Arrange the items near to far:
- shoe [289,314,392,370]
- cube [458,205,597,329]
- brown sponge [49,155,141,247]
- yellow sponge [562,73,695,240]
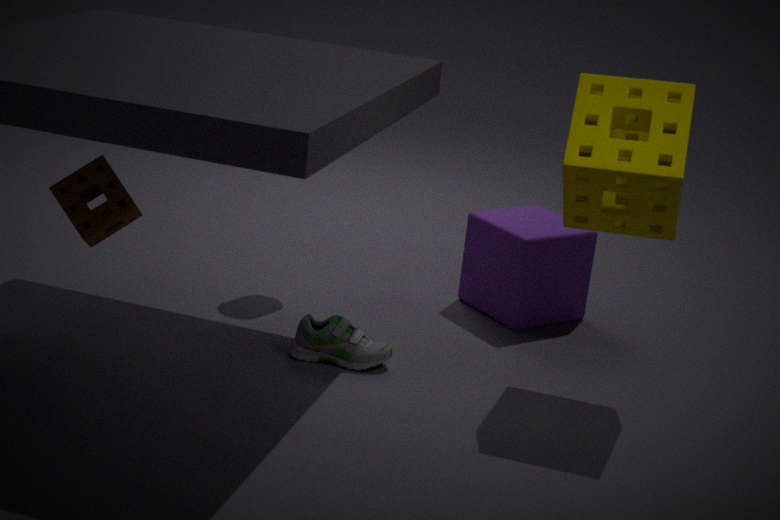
1. brown sponge [49,155,141,247]
2. yellow sponge [562,73,695,240]
3. shoe [289,314,392,370]
4. cube [458,205,597,329]
